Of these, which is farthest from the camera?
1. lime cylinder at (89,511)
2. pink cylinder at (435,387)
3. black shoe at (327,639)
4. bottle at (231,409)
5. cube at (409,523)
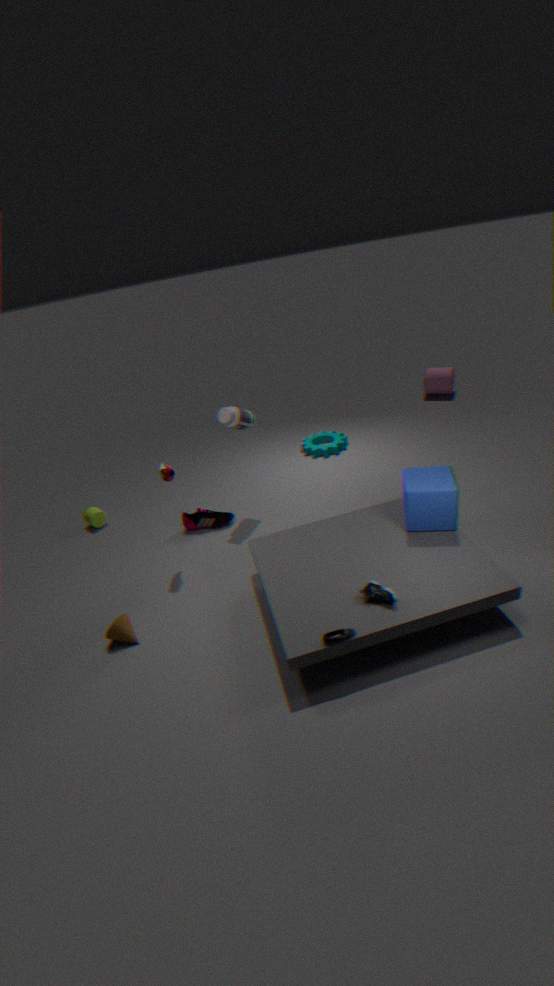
pink cylinder at (435,387)
